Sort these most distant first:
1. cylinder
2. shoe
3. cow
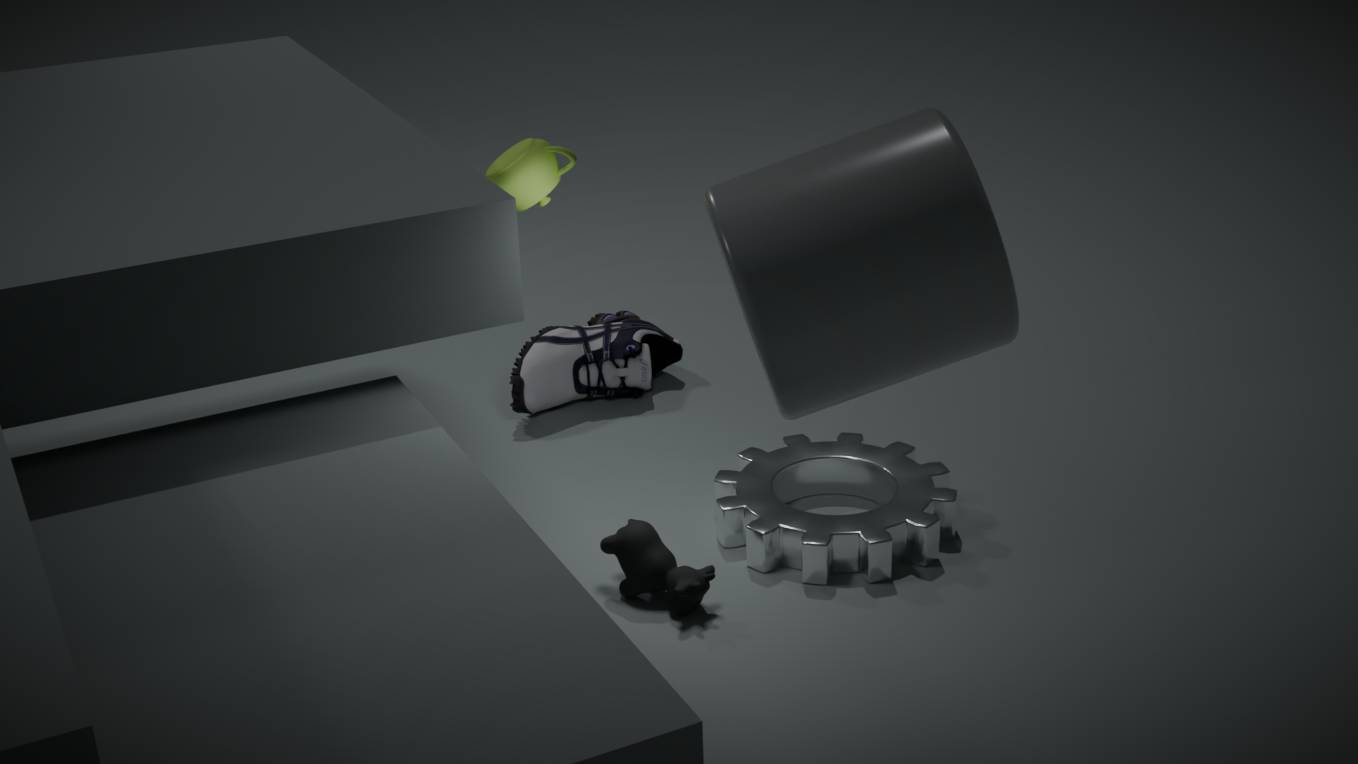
shoe, cow, cylinder
